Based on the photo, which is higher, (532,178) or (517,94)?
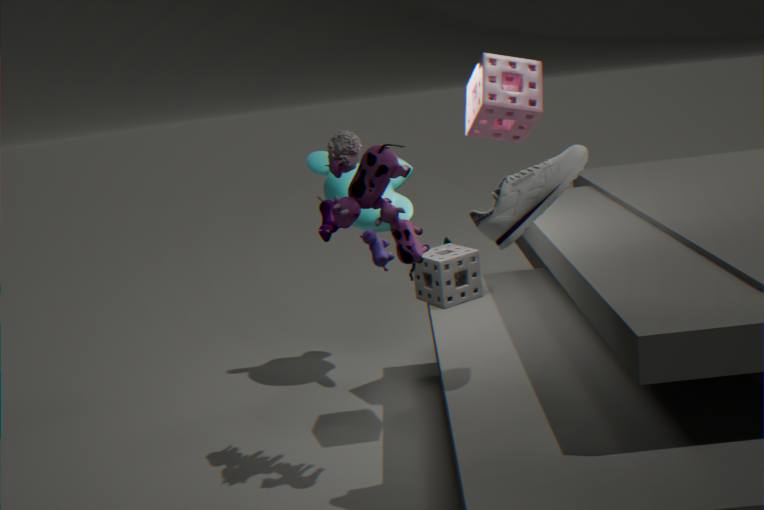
(517,94)
